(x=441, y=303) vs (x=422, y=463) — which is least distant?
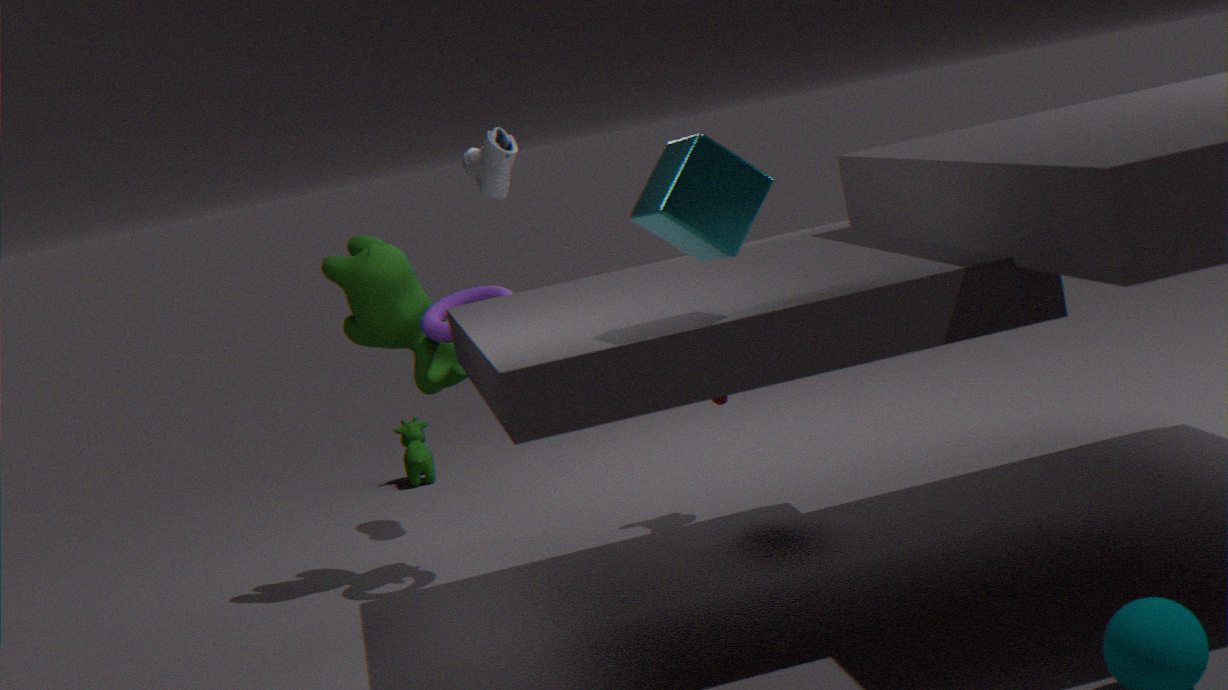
(x=441, y=303)
